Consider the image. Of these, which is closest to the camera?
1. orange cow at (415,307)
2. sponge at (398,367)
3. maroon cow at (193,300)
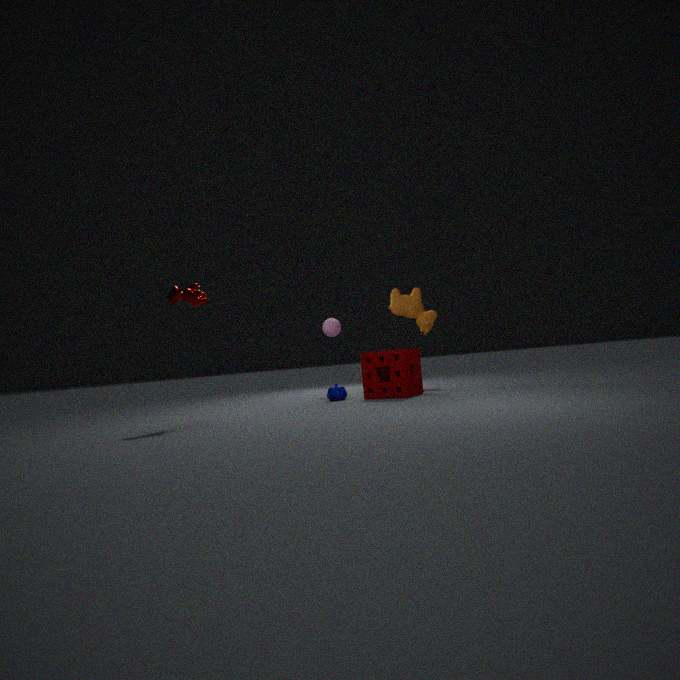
maroon cow at (193,300)
